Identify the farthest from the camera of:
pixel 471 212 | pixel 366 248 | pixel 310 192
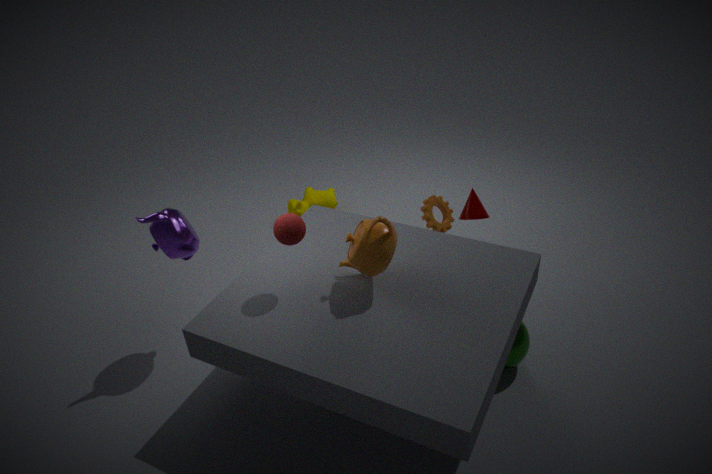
pixel 310 192
